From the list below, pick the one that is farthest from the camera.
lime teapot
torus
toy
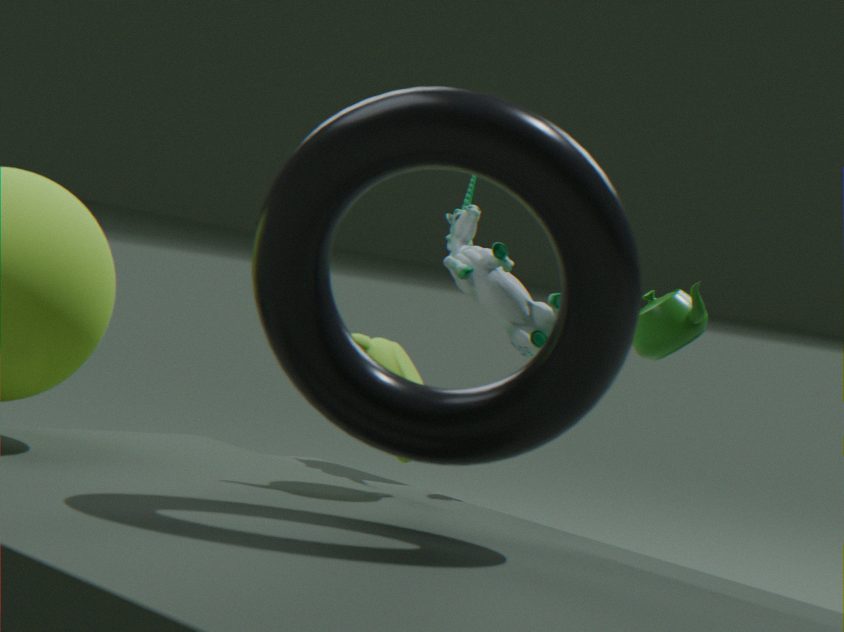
toy
